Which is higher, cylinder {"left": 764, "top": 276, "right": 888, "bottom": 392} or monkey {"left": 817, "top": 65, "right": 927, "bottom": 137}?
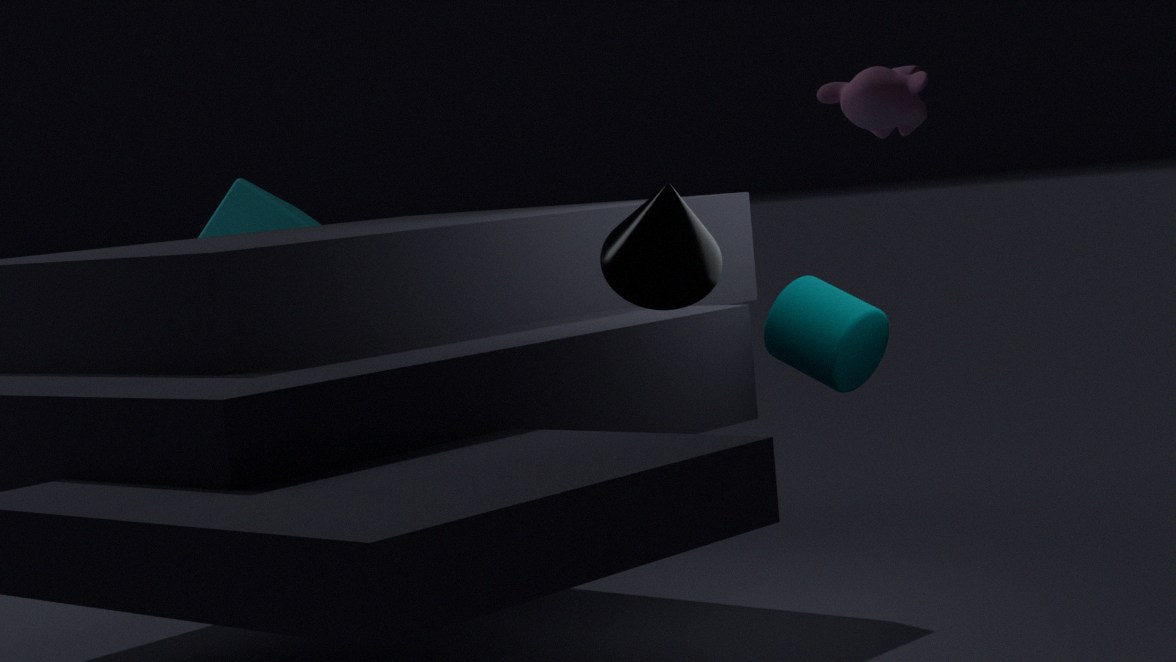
monkey {"left": 817, "top": 65, "right": 927, "bottom": 137}
